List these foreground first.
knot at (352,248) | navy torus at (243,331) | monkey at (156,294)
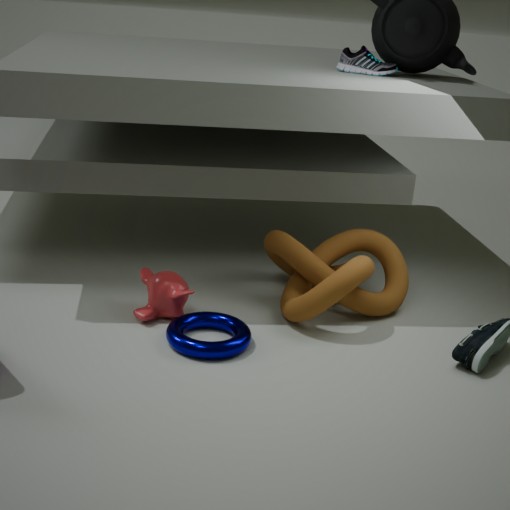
navy torus at (243,331)
knot at (352,248)
monkey at (156,294)
